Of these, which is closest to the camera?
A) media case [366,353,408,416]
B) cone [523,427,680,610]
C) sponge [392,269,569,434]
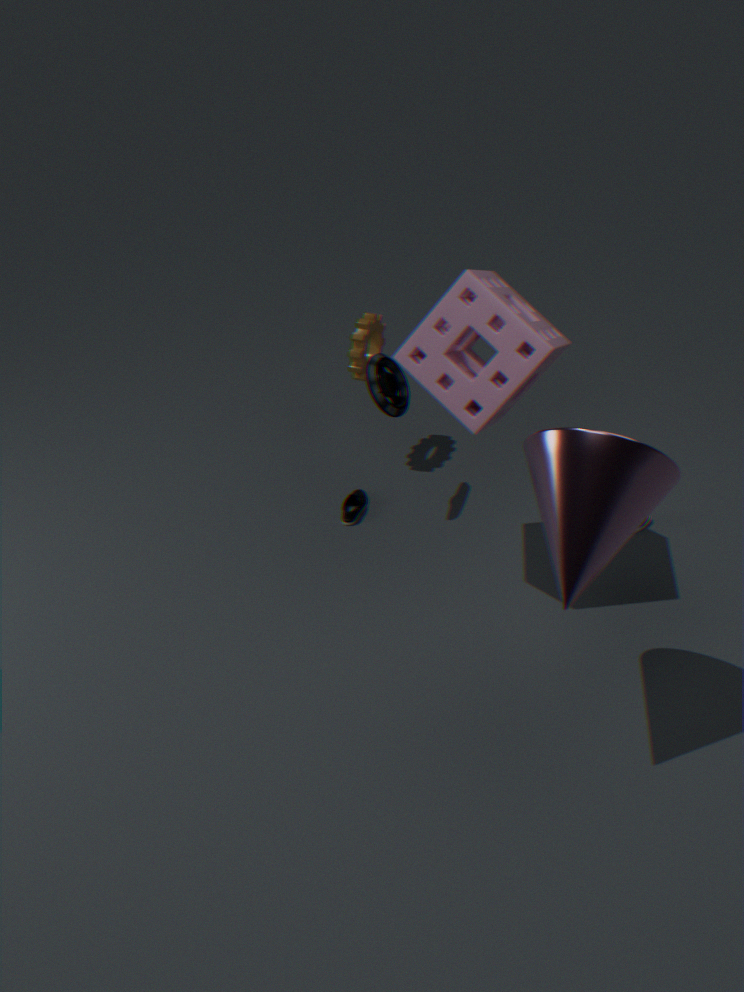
cone [523,427,680,610]
